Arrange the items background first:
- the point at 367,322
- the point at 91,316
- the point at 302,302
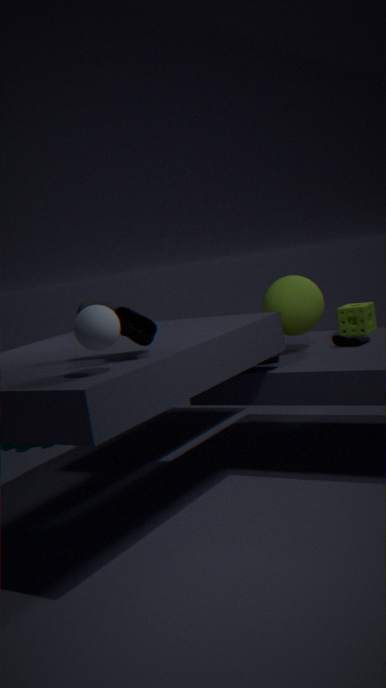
the point at 367,322 < the point at 302,302 < the point at 91,316
